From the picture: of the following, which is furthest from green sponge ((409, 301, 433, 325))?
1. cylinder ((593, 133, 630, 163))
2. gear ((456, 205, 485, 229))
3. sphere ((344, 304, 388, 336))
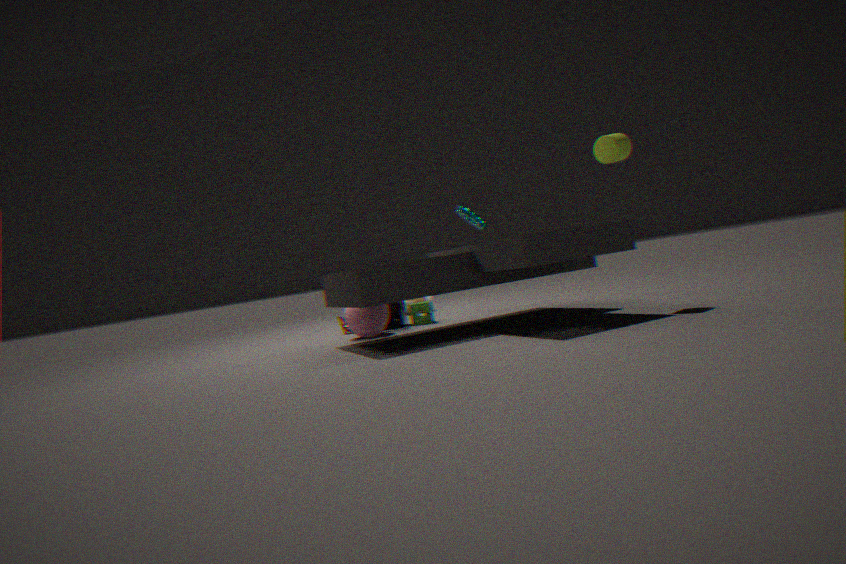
cylinder ((593, 133, 630, 163))
